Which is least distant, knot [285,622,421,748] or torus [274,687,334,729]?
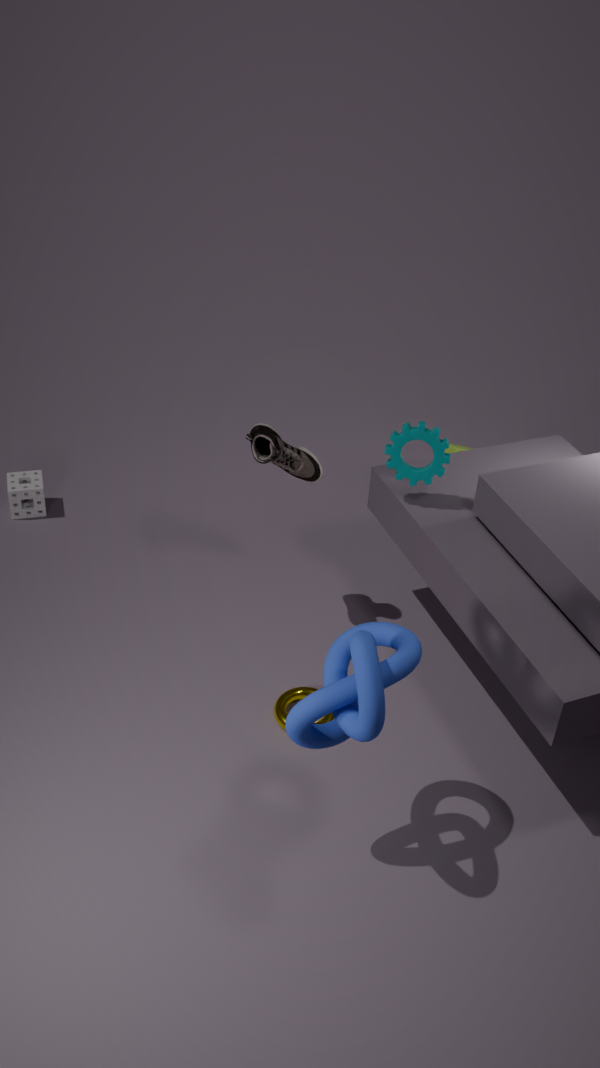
knot [285,622,421,748]
